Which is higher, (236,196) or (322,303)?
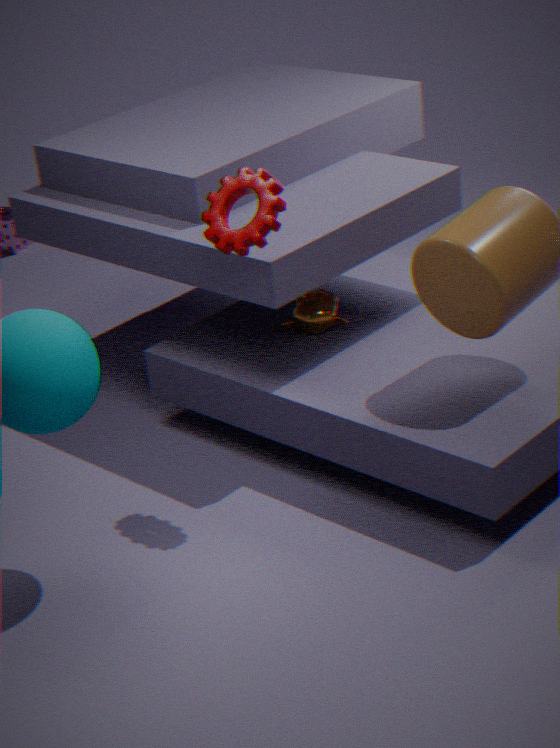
(236,196)
